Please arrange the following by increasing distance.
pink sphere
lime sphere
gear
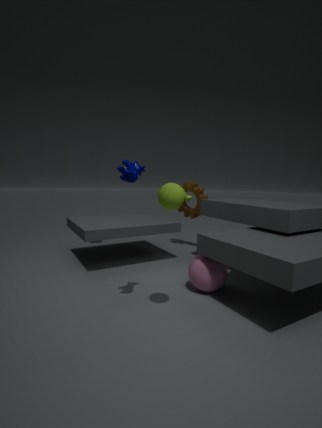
lime sphere < pink sphere < gear
